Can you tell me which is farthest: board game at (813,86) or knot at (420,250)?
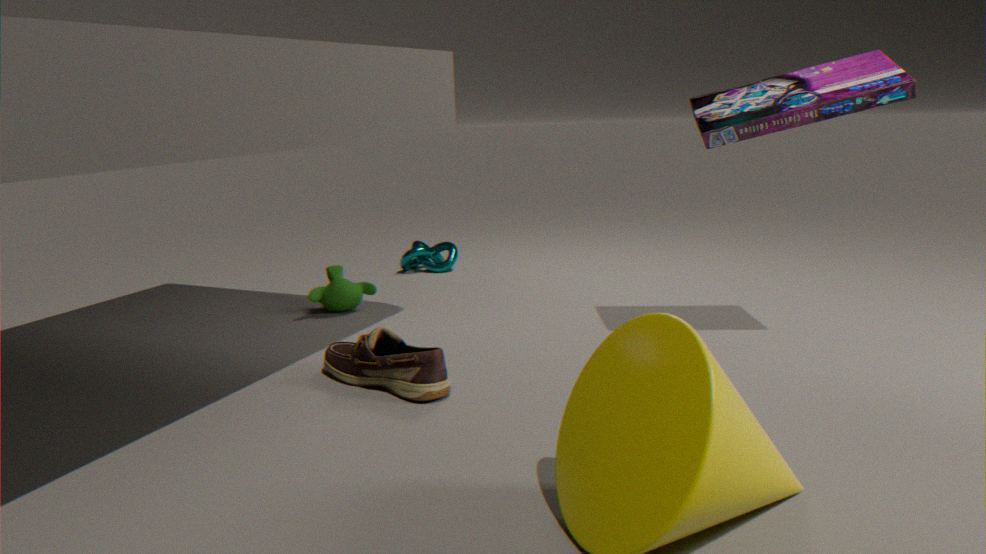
knot at (420,250)
